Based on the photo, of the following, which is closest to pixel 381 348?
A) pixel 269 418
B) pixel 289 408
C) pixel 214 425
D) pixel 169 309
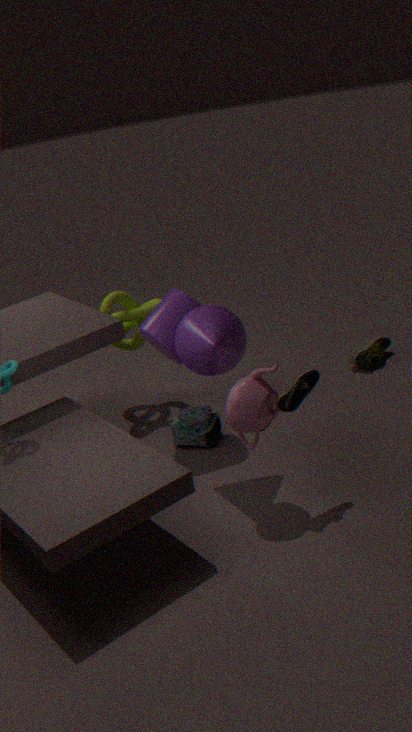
pixel 214 425
